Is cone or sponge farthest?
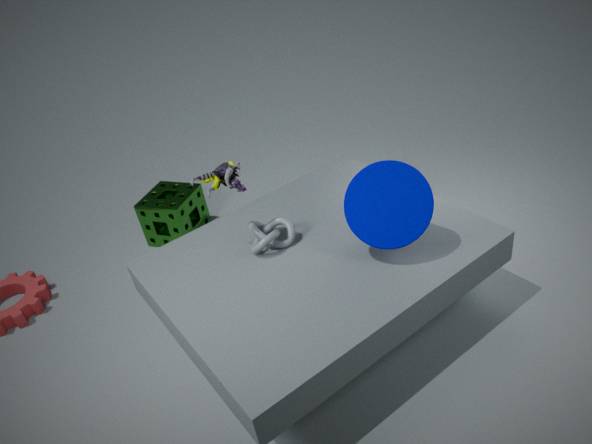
sponge
